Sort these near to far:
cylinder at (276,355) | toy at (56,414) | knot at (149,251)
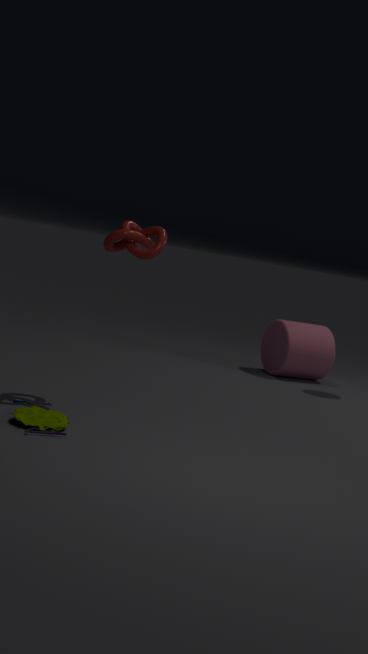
1. toy at (56,414)
2. knot at (149,251)
3. cylinder at (276,355)
